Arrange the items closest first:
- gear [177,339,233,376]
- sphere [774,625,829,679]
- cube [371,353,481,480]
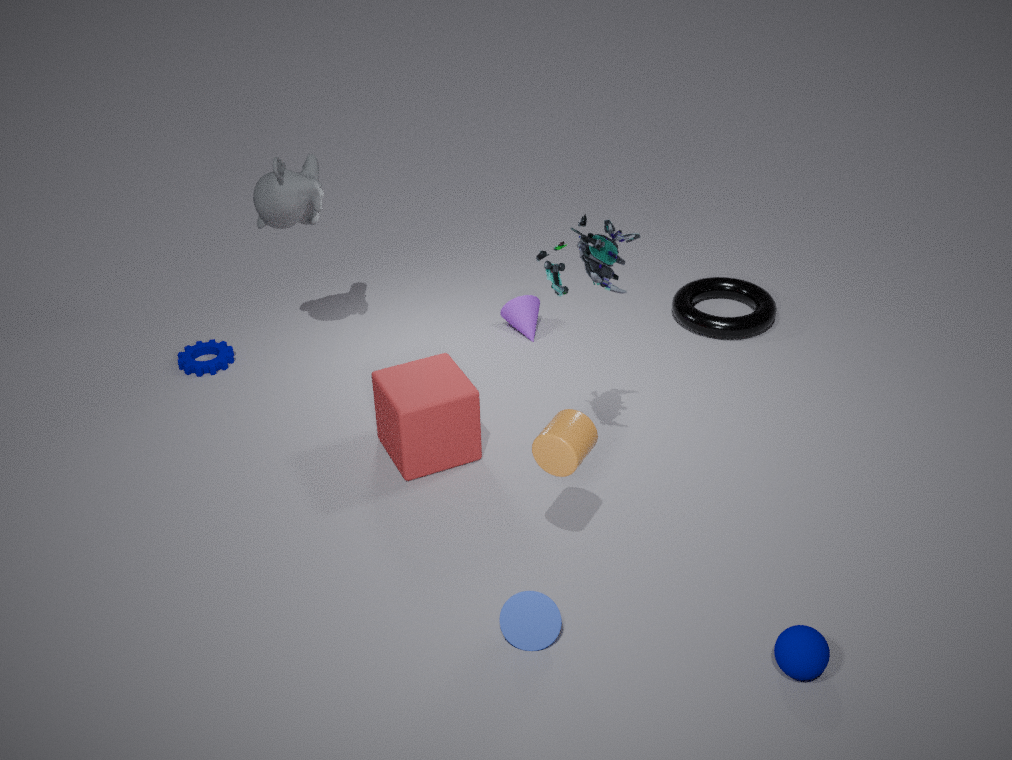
sphere [774,625,829,679], cube [371,353,481,480], gear [177,339,233,376]
